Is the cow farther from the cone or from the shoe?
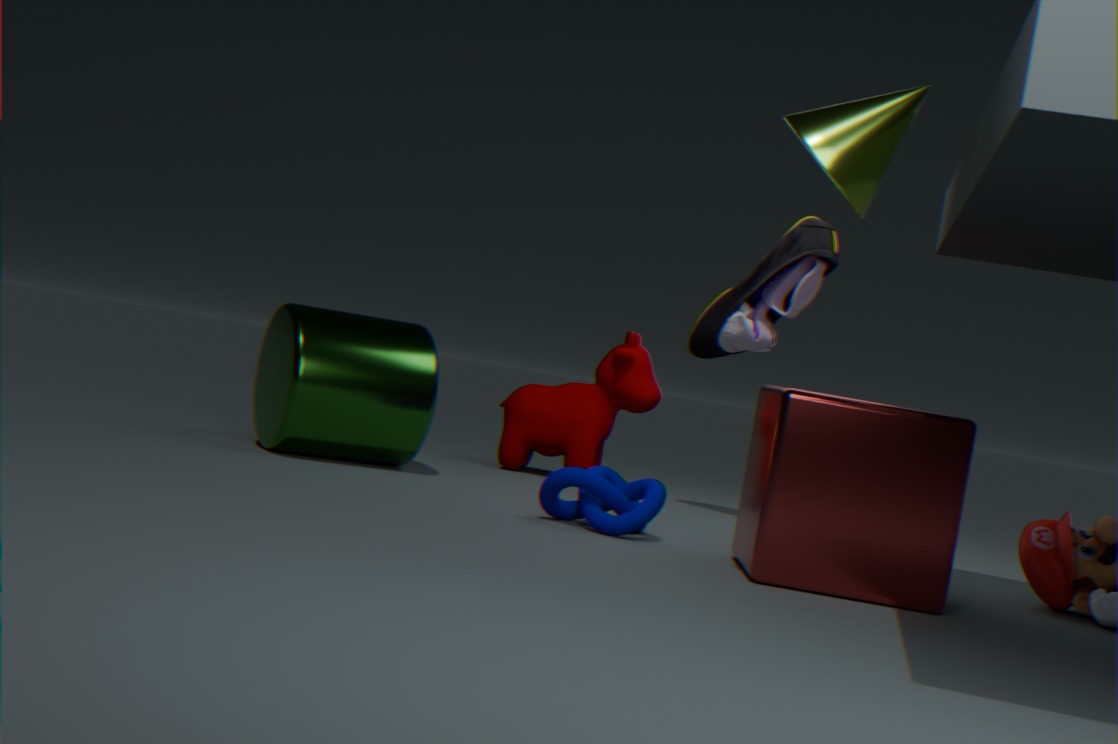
the cone
